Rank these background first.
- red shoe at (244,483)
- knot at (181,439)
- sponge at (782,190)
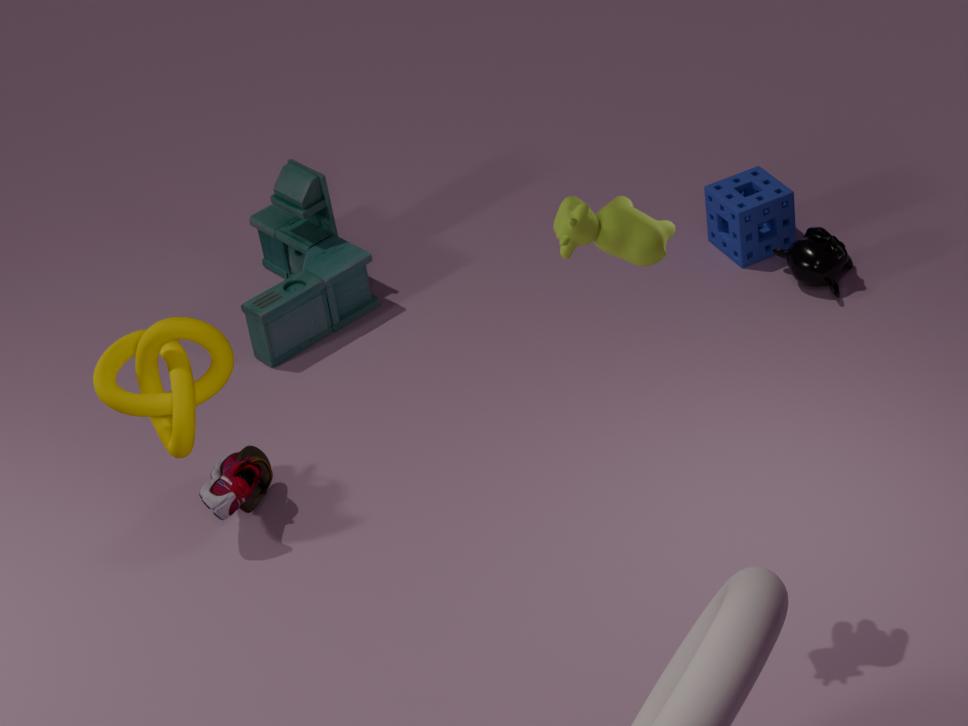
1. sponge at (782,190)
2. red shoe at (244,483)
3. knot at (181,439)
